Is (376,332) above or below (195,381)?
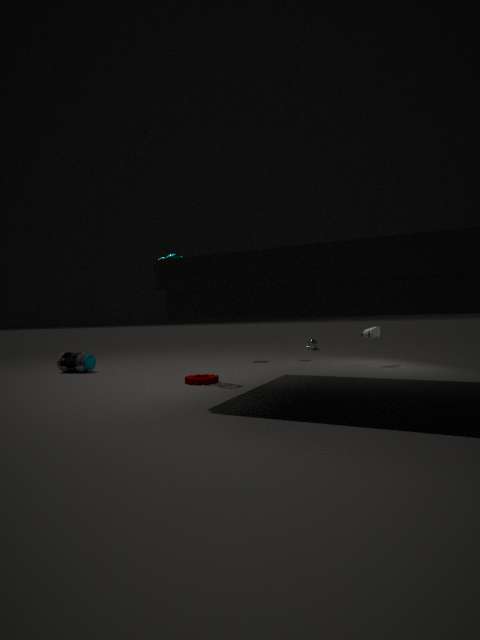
→ above
